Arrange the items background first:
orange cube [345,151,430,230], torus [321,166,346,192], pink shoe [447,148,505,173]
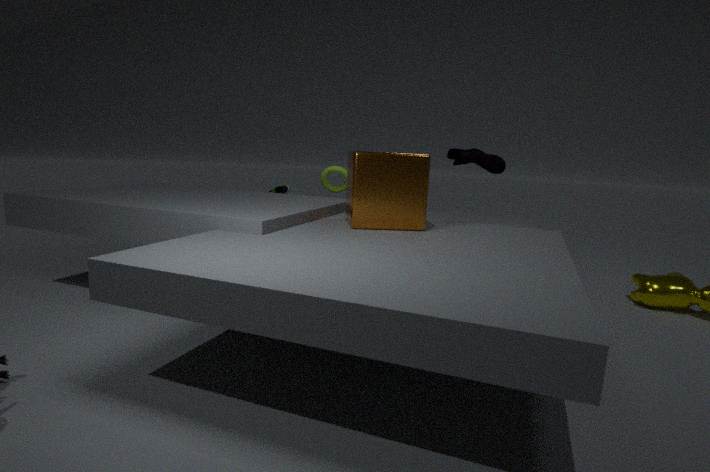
torus [321,166,346,192]
pink shoe [447,148,505,173]
orange cube [345,151,430,230]
